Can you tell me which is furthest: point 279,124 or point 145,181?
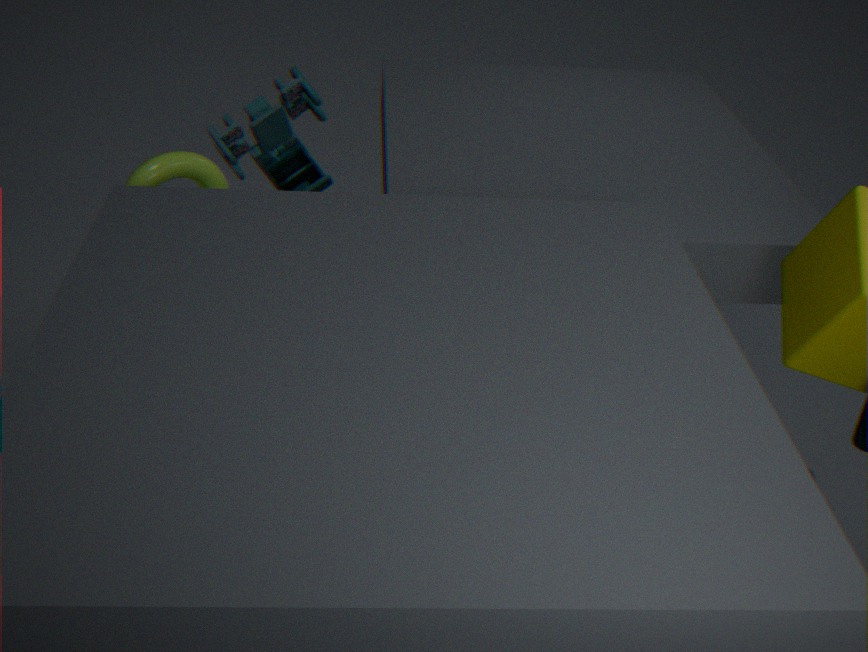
point 279,124
